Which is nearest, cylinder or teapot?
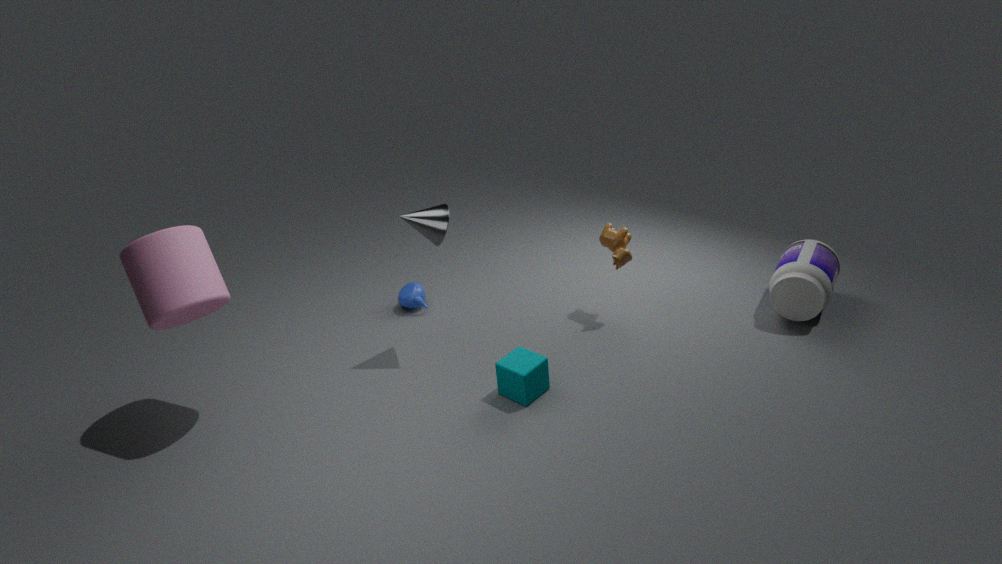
cylinder
